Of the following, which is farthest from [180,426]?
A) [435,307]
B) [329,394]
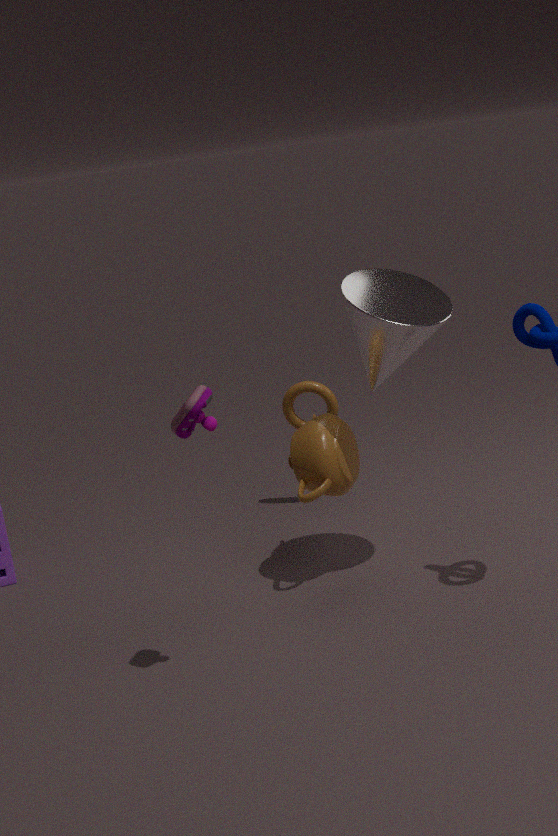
[329,394]
